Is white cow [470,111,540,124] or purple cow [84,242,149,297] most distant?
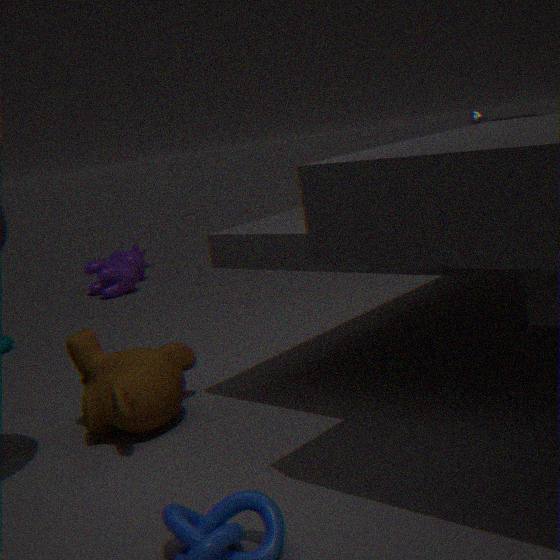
purple cow [84,242,149,297]
